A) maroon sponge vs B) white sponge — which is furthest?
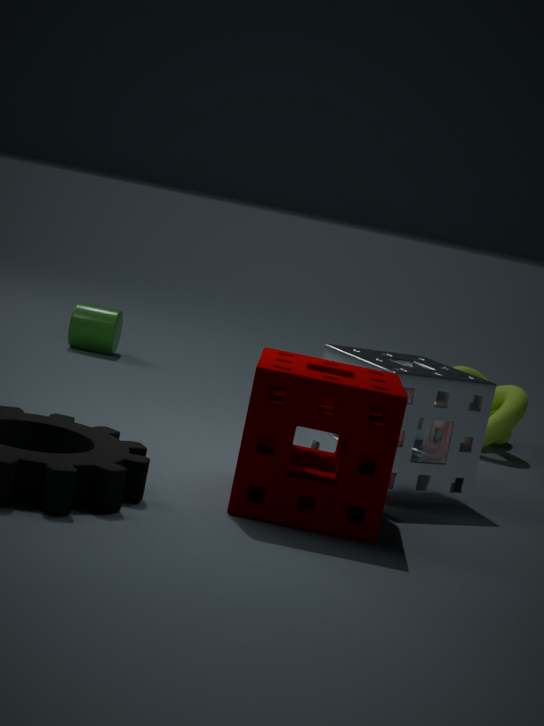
B. white sponge
